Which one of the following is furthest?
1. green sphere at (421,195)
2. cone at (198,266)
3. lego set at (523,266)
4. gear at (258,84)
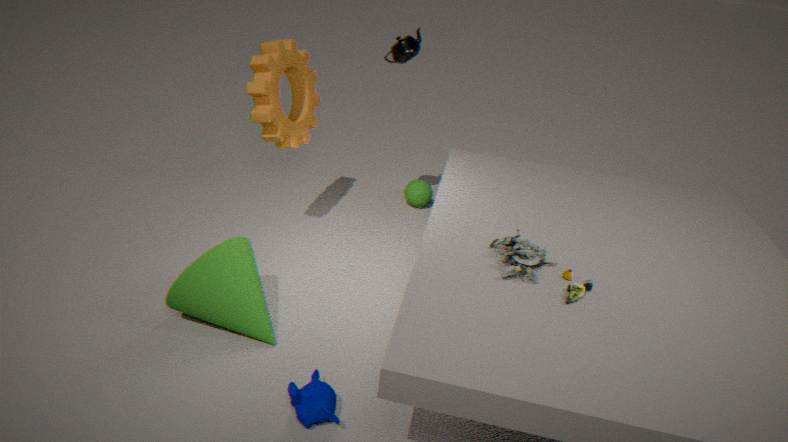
green sphere at (421,195)
